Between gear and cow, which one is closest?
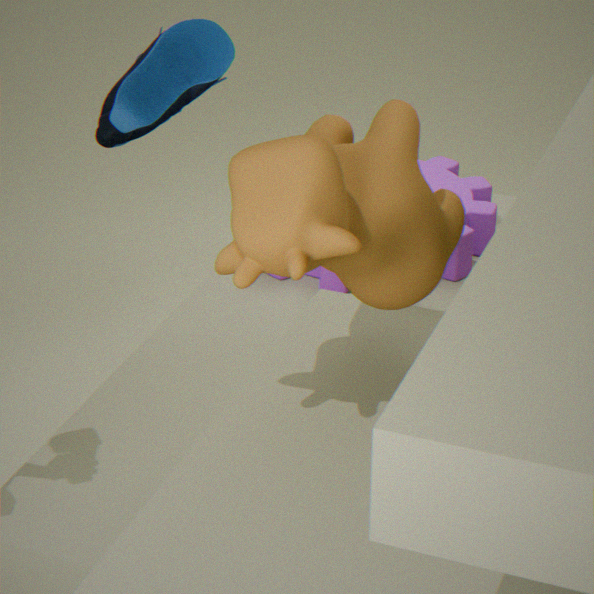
cow
